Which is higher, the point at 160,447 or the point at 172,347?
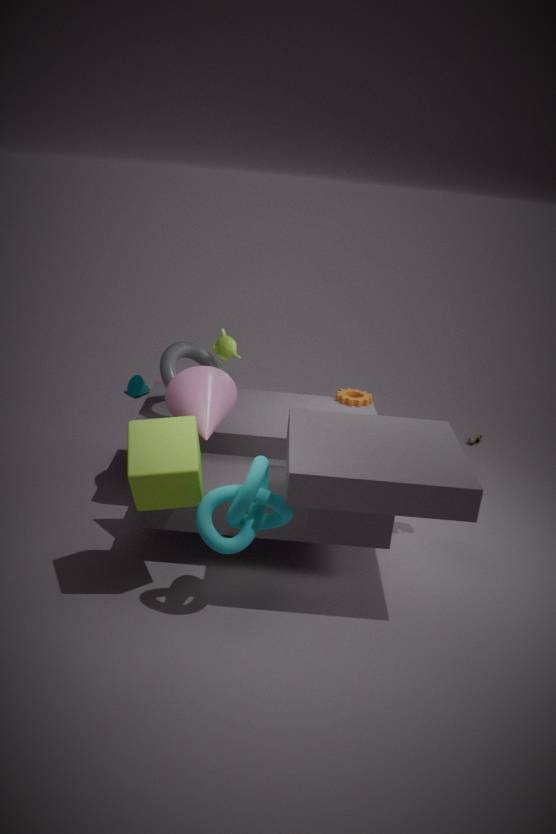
the point at 172,347
